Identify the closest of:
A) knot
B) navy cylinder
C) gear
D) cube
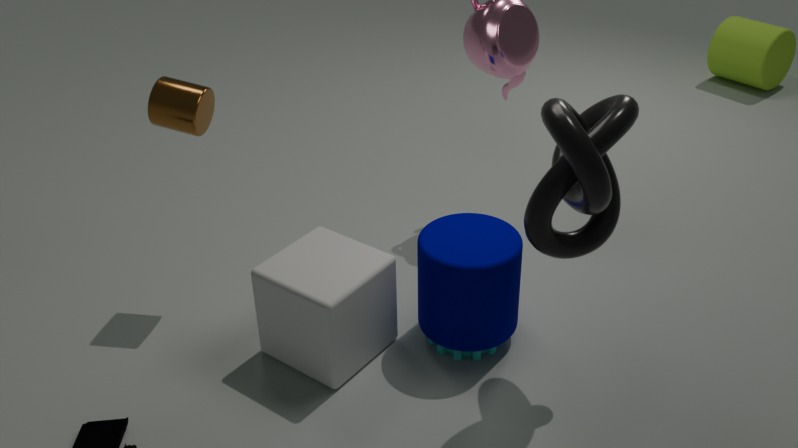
knot
